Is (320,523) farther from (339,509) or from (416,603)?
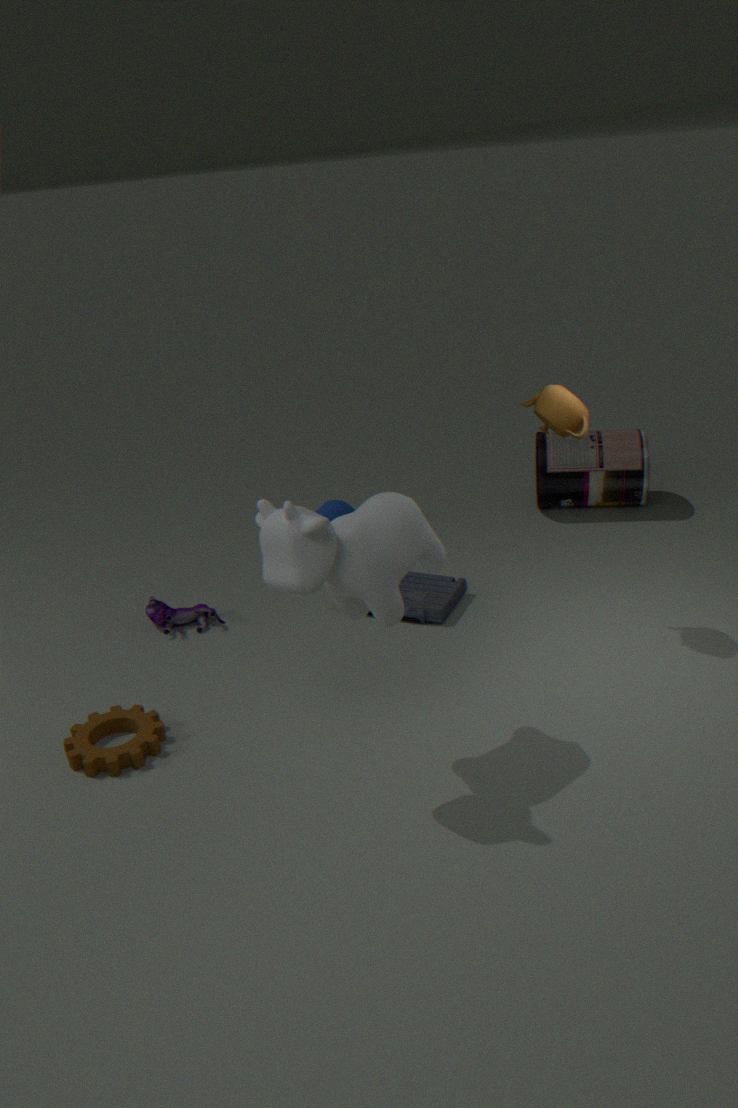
(339,509)
